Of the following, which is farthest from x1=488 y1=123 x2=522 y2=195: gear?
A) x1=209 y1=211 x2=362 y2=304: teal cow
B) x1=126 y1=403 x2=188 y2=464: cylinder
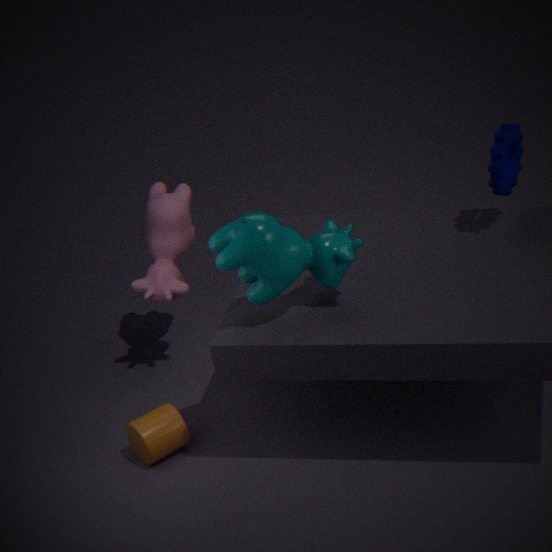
x1=126 y1=403 x2=188 y2=464: cylinder
